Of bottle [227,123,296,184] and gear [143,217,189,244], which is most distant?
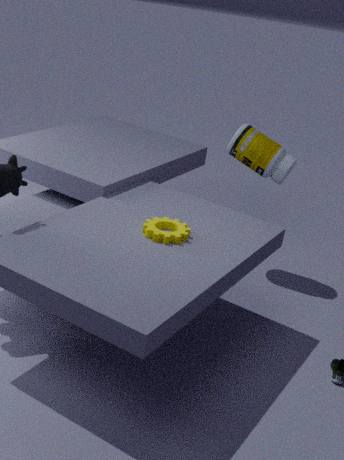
bottle [227,123,296,184]
